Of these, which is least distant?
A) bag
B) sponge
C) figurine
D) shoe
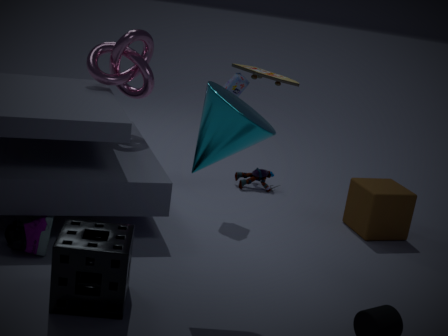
sponge
